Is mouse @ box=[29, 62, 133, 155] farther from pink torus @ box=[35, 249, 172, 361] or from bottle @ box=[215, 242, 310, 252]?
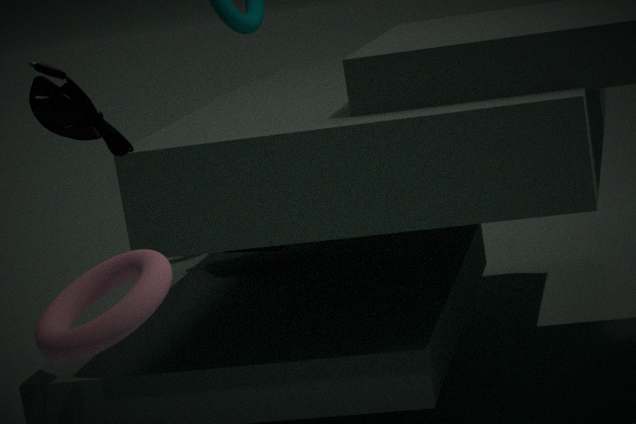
bottle @ box=[215, 242, 310, 252]
